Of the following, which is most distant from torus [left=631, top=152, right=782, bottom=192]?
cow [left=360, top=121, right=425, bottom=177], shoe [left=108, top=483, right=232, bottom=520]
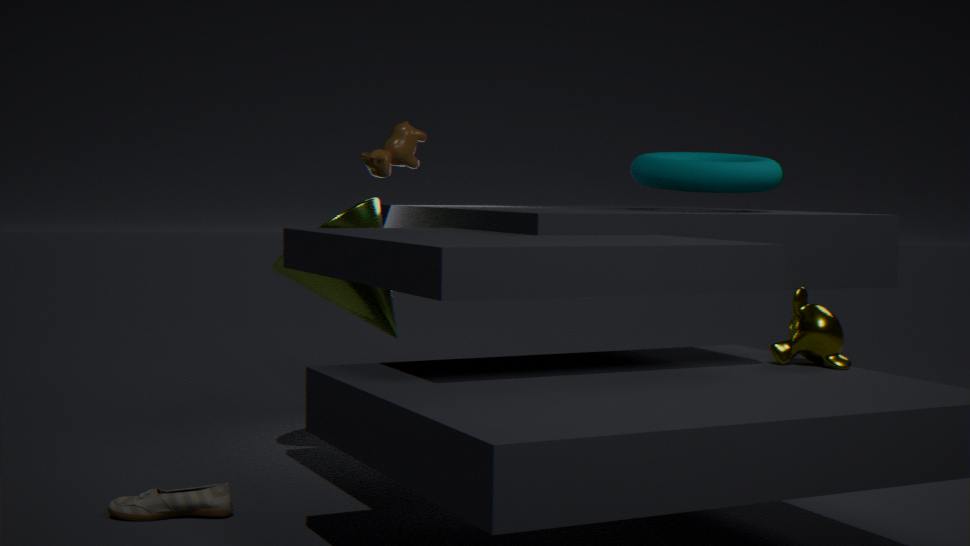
shoe [left=108, top=483, right=232, bottom=520]
